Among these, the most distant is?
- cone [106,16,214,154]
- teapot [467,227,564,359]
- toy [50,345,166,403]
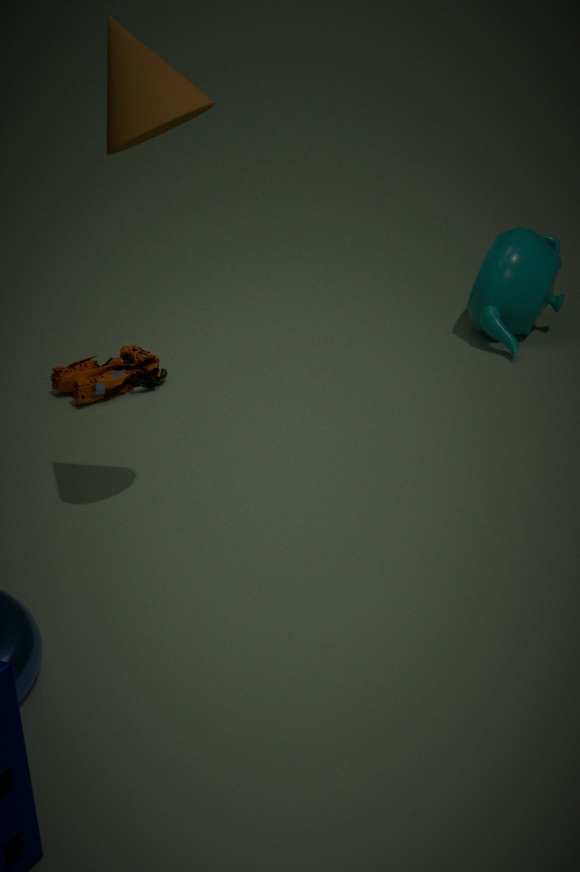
teapot [467,227,564,359]
